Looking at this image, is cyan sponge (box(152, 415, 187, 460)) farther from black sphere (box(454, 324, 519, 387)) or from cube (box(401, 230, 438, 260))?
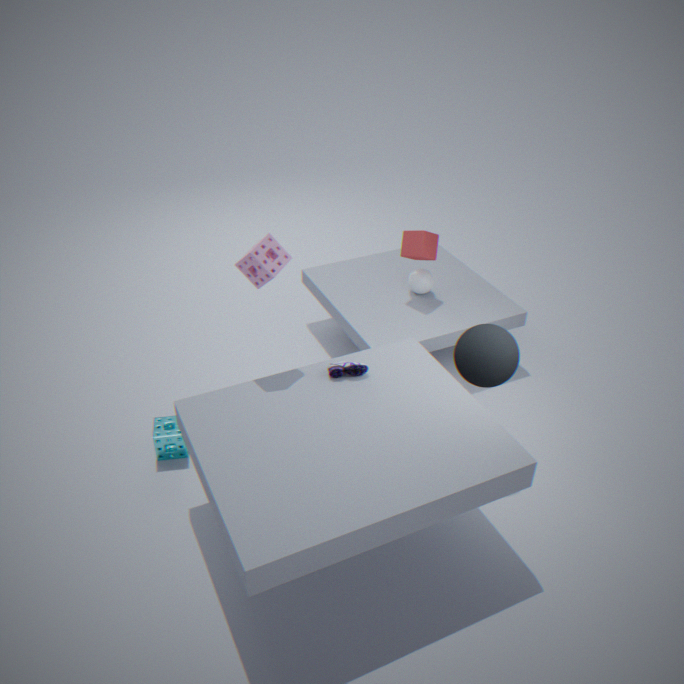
cube (box(401, 230, 438, 260))
